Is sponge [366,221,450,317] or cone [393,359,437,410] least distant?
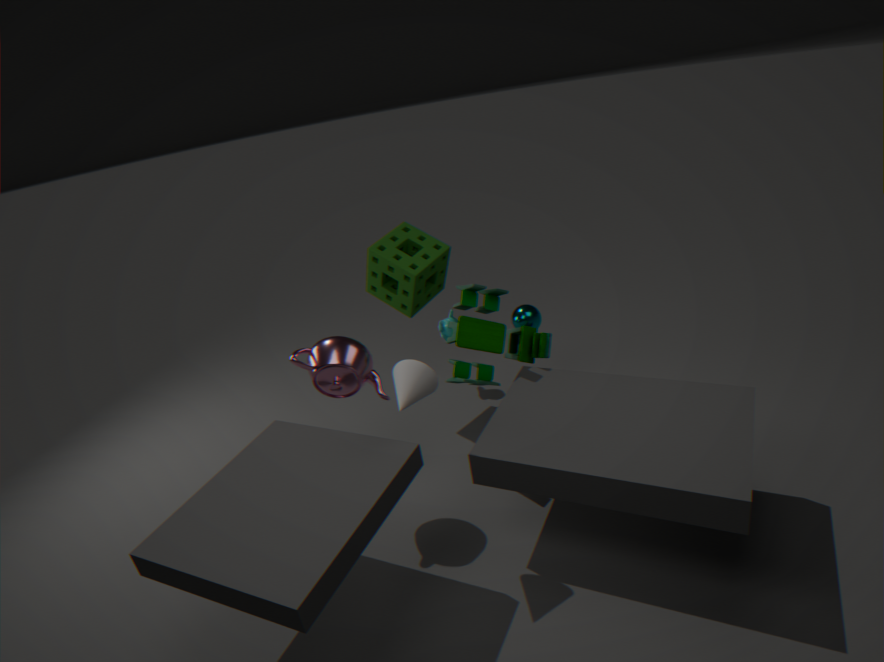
cone [393,359,437,410]
